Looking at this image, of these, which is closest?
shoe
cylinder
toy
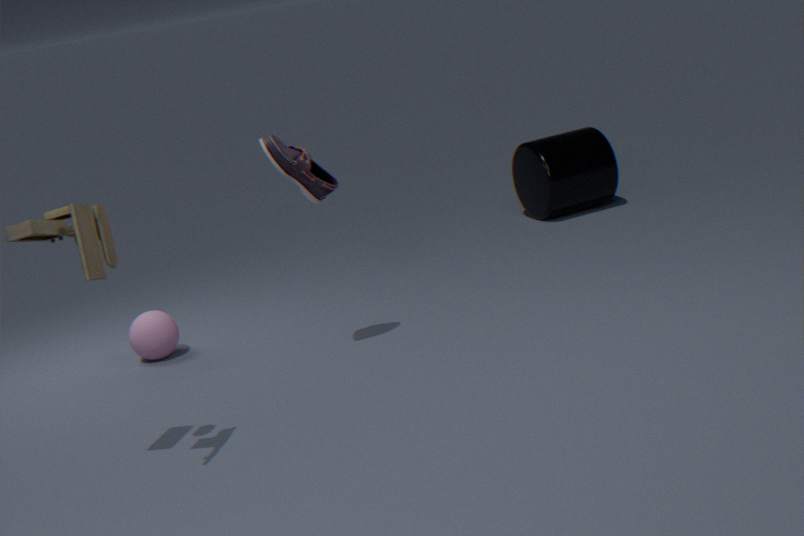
toy
